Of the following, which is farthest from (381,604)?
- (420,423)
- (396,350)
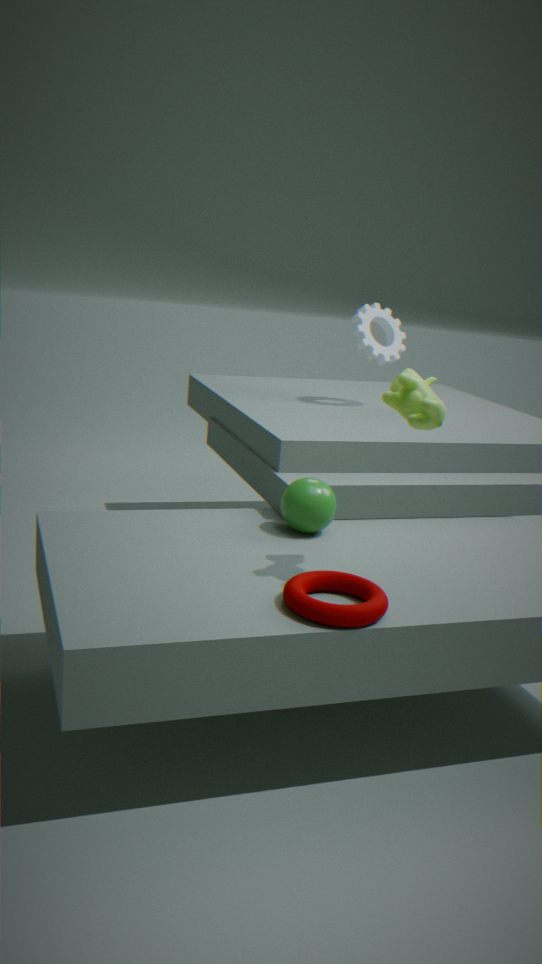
(396,350)
